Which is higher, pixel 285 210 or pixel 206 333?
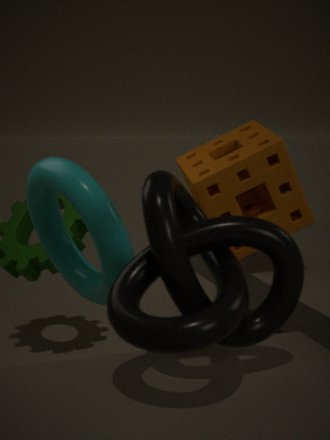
pixel 285 210
